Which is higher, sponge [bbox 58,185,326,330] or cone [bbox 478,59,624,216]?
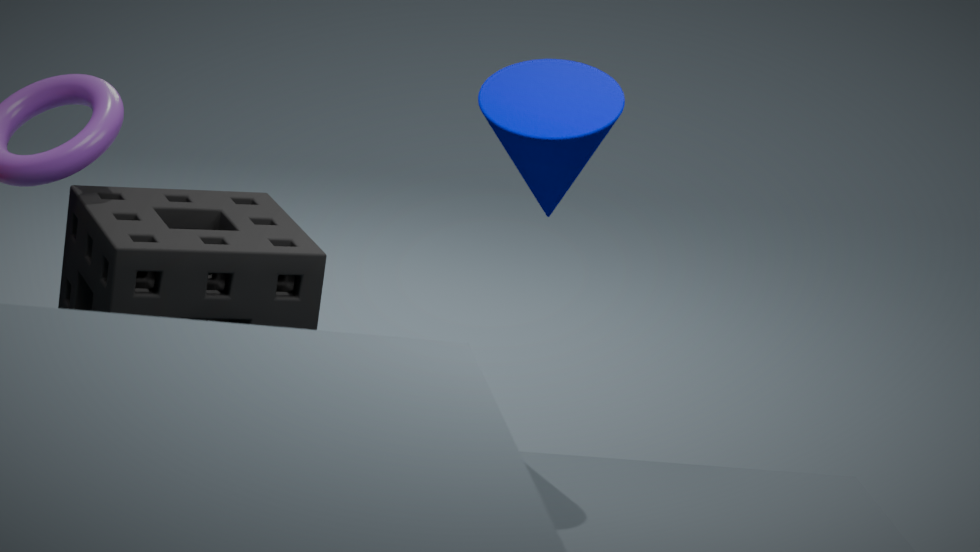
cone [bbox 478,59,624,216]
